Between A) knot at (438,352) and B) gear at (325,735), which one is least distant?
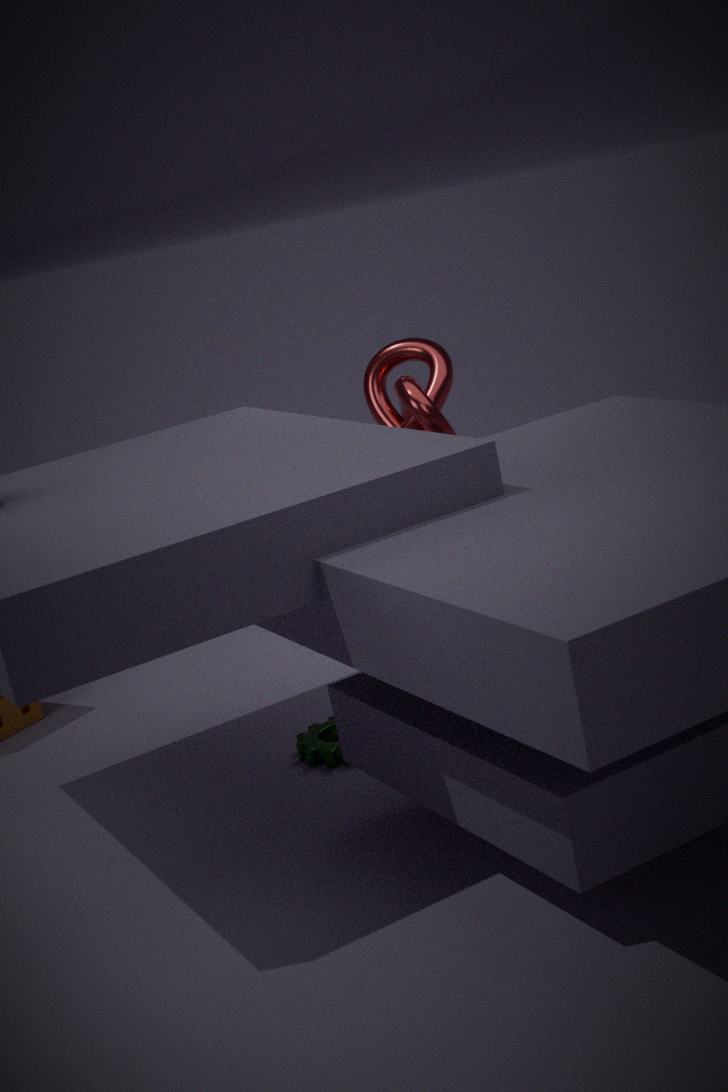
B. gear at (325,735)
